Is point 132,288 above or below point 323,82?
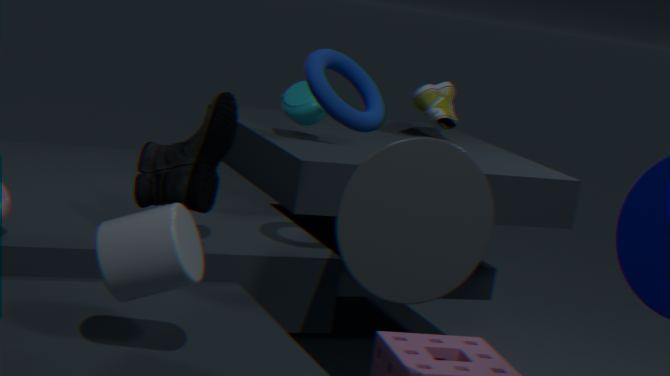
below
